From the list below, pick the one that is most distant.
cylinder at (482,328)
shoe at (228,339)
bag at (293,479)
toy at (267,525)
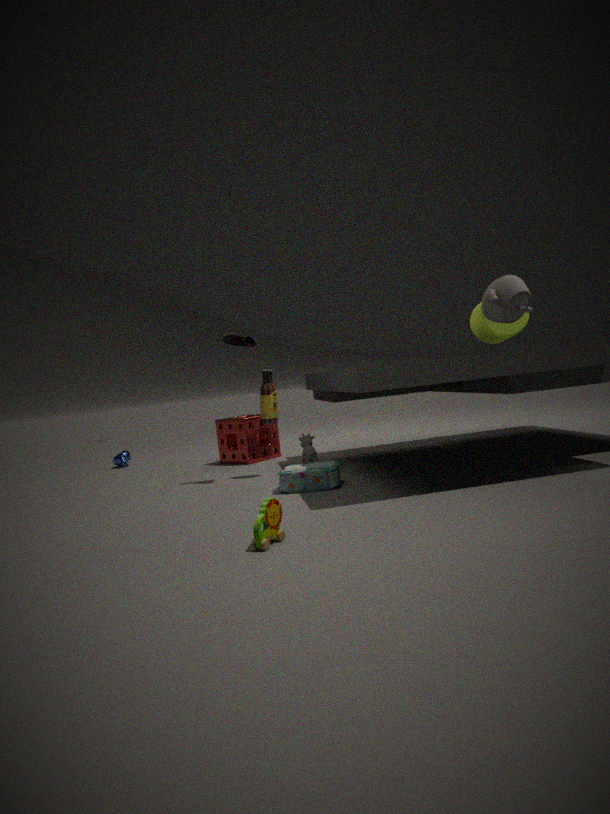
cylinder at (482,328)
